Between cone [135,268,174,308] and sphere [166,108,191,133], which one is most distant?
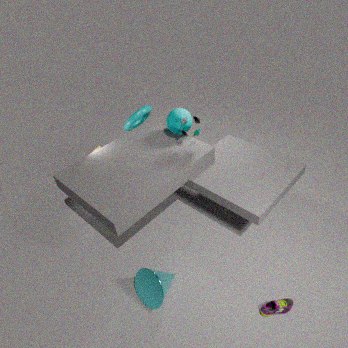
sphere [166,108,191,133]
